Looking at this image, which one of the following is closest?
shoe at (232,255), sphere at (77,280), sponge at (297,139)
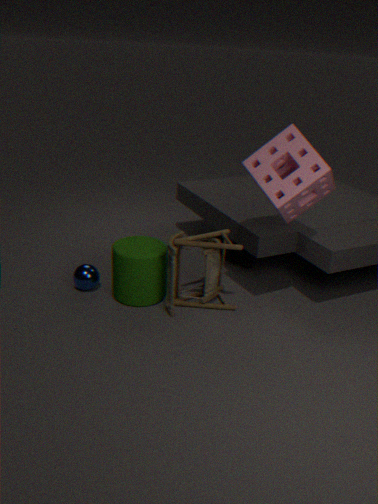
sponge at (297,139)
